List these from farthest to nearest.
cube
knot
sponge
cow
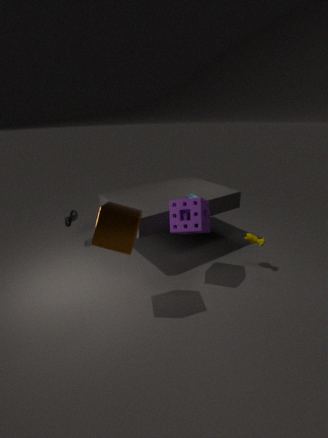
knot, cow, sponge, cube
